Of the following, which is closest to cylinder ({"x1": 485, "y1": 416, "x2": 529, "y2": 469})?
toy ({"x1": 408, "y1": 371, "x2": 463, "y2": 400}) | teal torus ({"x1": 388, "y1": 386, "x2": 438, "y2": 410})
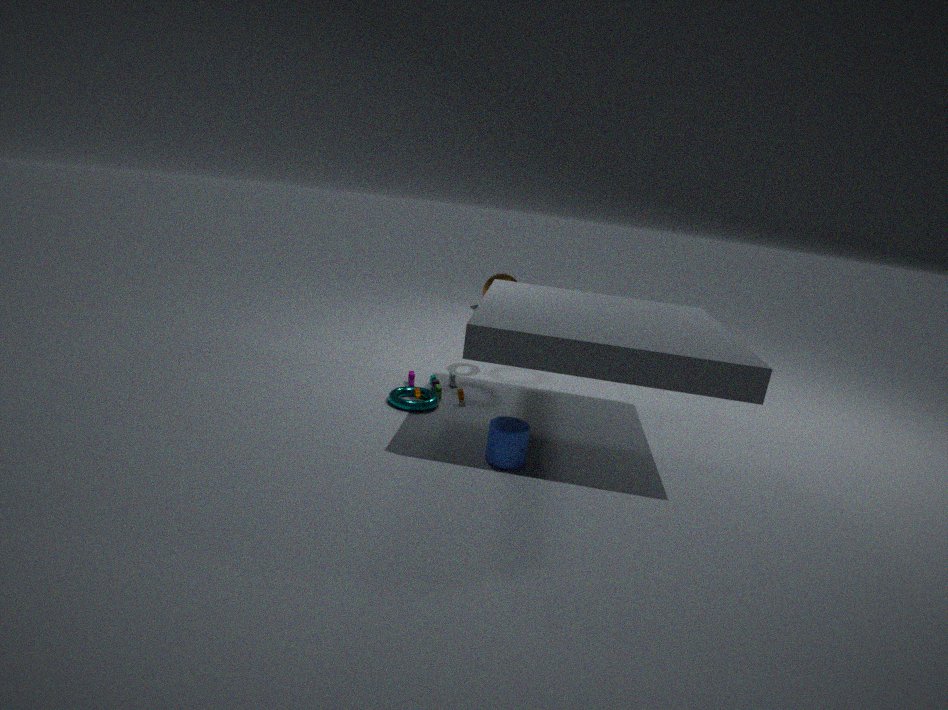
teal torus ({"x1": 388, "y1": 386, "x2": 438, "y2": 410})
